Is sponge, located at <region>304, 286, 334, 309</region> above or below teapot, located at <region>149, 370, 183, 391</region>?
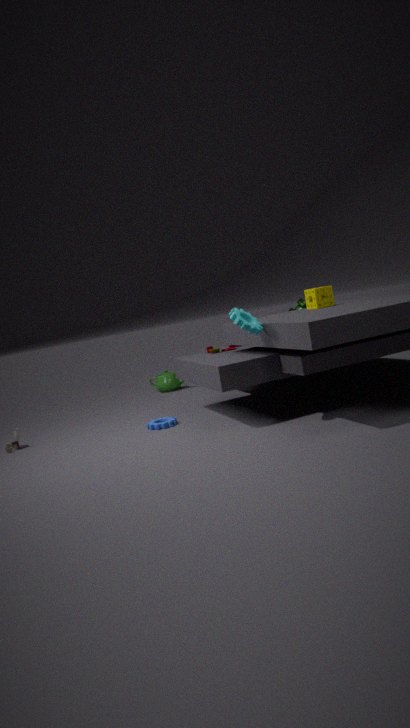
above
